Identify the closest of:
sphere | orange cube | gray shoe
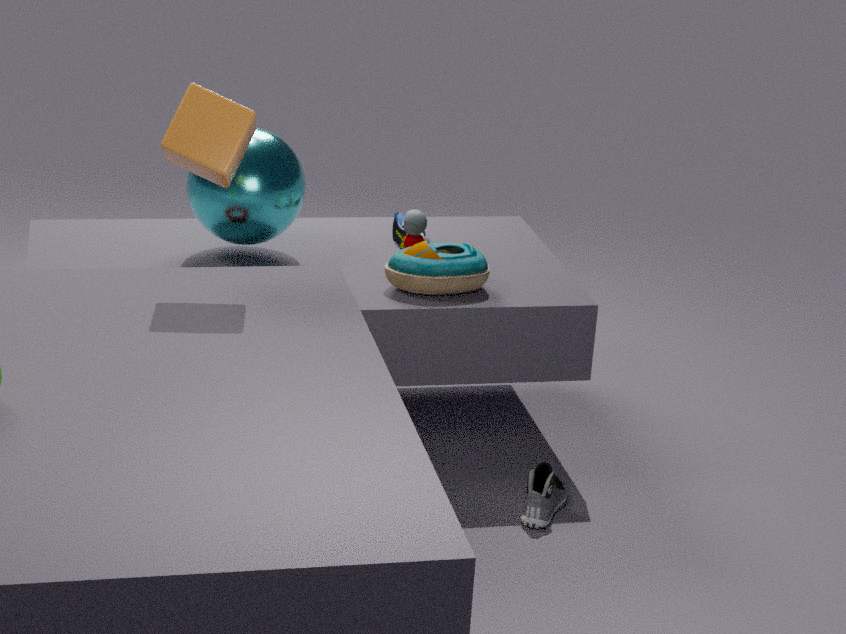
orange cube
